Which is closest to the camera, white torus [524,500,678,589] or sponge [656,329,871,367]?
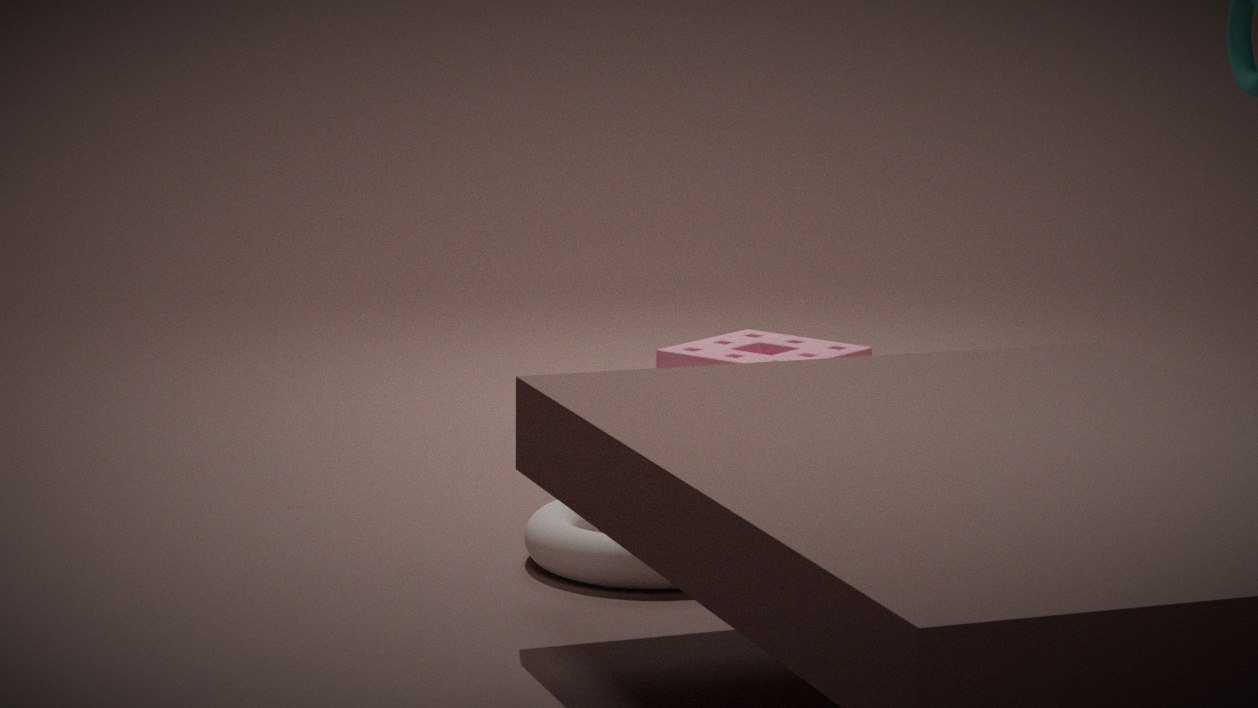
white torus [524,500,678,589]
